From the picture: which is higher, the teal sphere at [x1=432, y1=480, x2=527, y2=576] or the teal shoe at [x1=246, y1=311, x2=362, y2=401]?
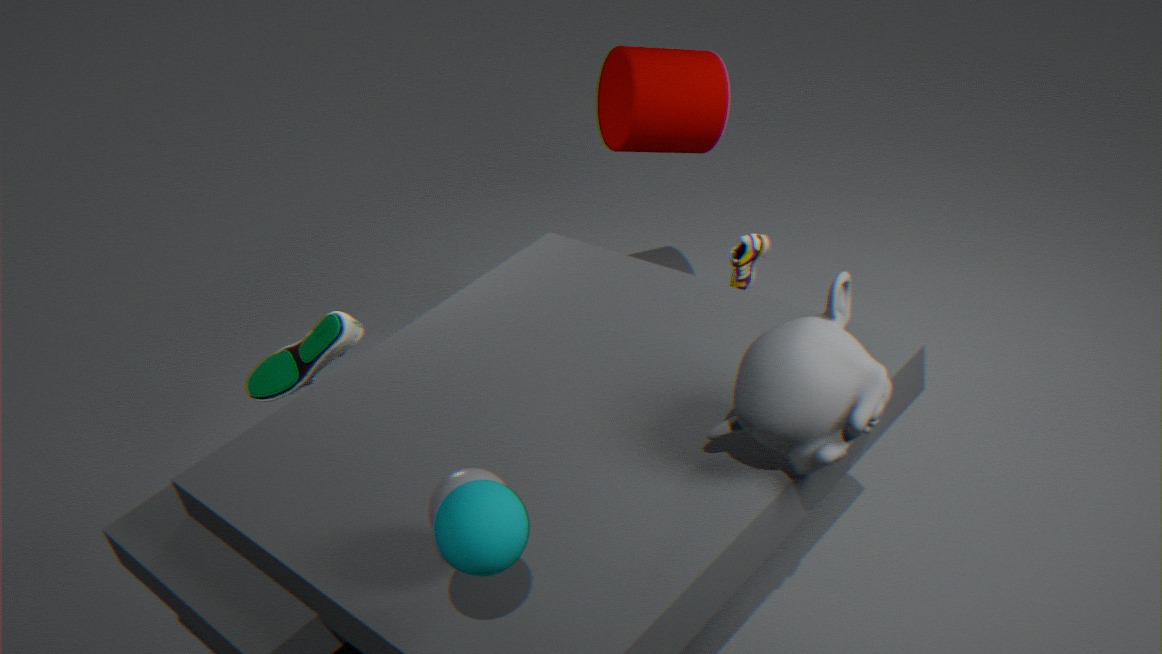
the teal sphere at [x1=432, y1=480, x2=527, y2=576]
